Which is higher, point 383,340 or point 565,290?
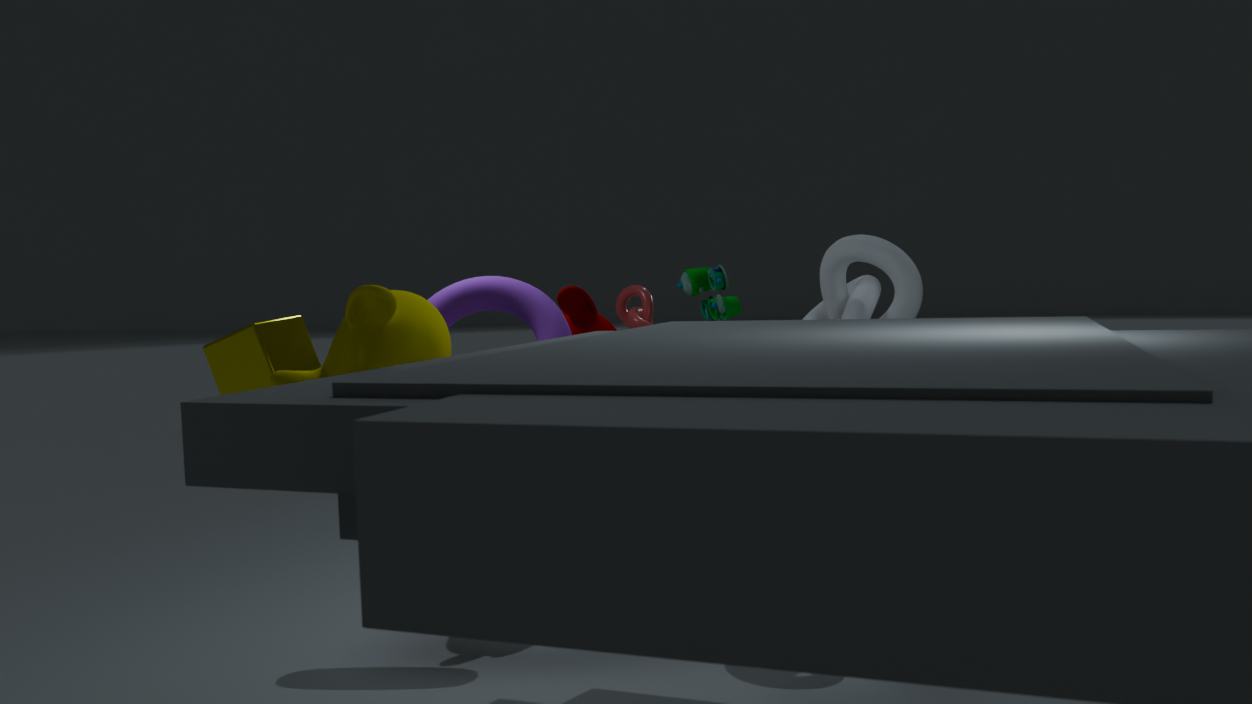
point 383,340
